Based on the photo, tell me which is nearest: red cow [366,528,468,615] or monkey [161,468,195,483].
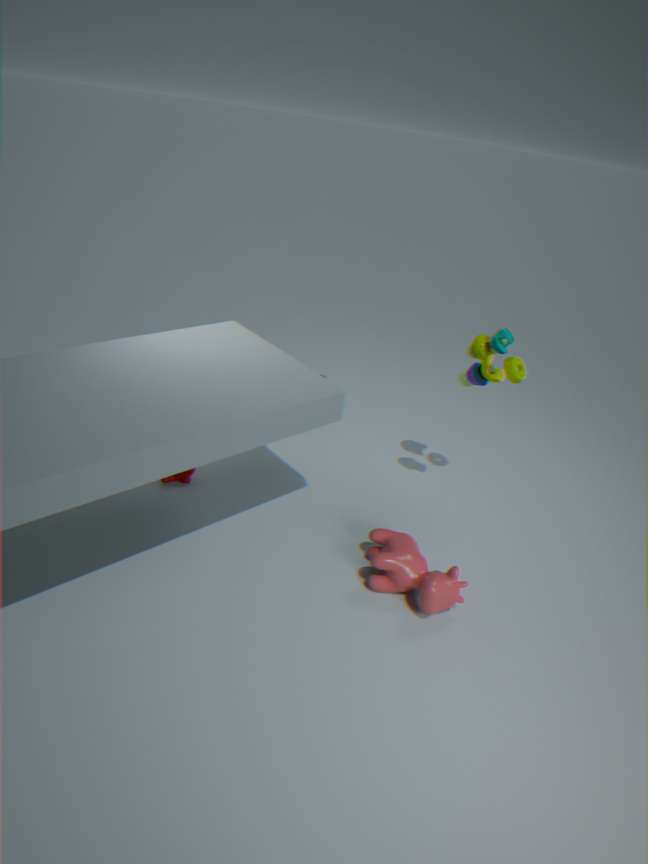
red cow [366,528,468,615]
